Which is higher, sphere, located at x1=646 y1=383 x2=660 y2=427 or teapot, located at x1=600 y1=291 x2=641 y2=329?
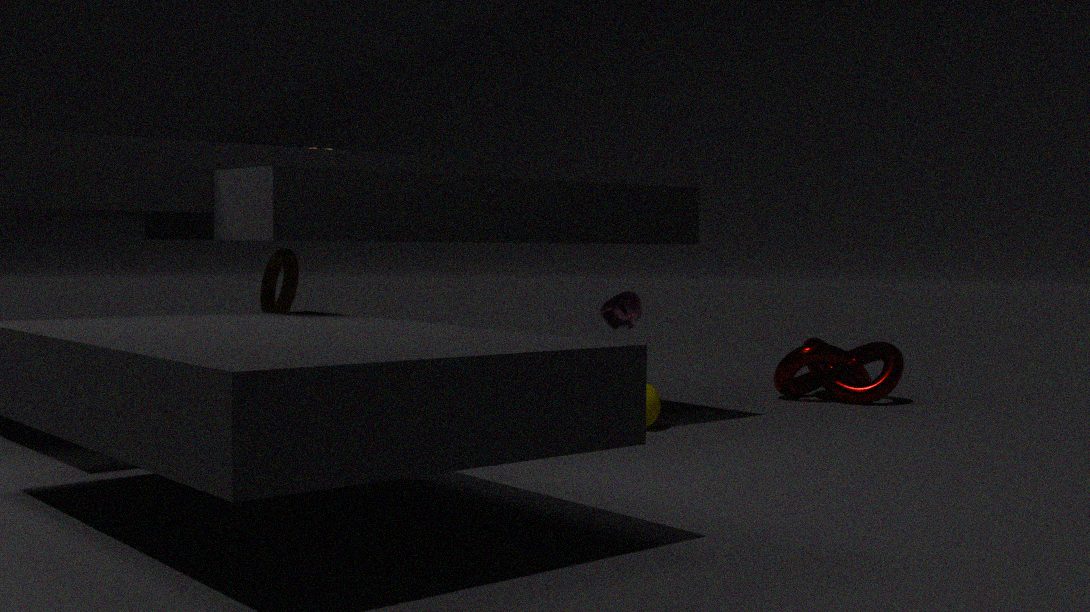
teapot, located at x1=600 y1=291 x2=641 y2=329
